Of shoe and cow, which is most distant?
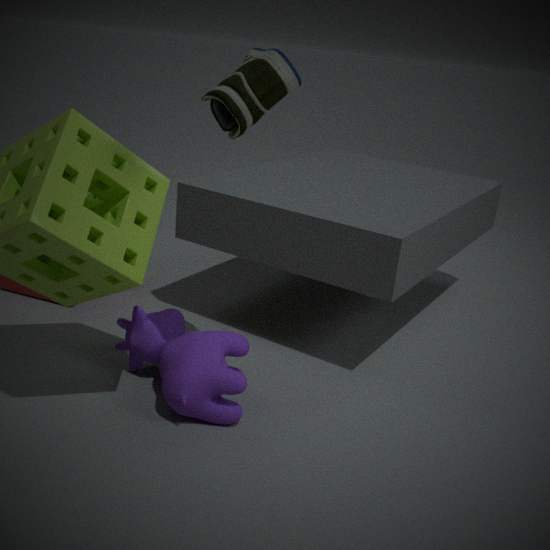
cow
